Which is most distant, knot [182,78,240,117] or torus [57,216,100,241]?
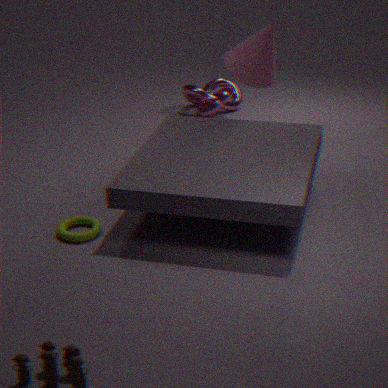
knot [182,78,240,117]
